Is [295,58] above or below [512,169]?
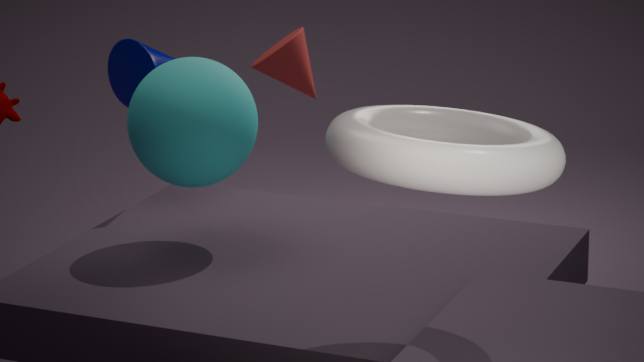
below
